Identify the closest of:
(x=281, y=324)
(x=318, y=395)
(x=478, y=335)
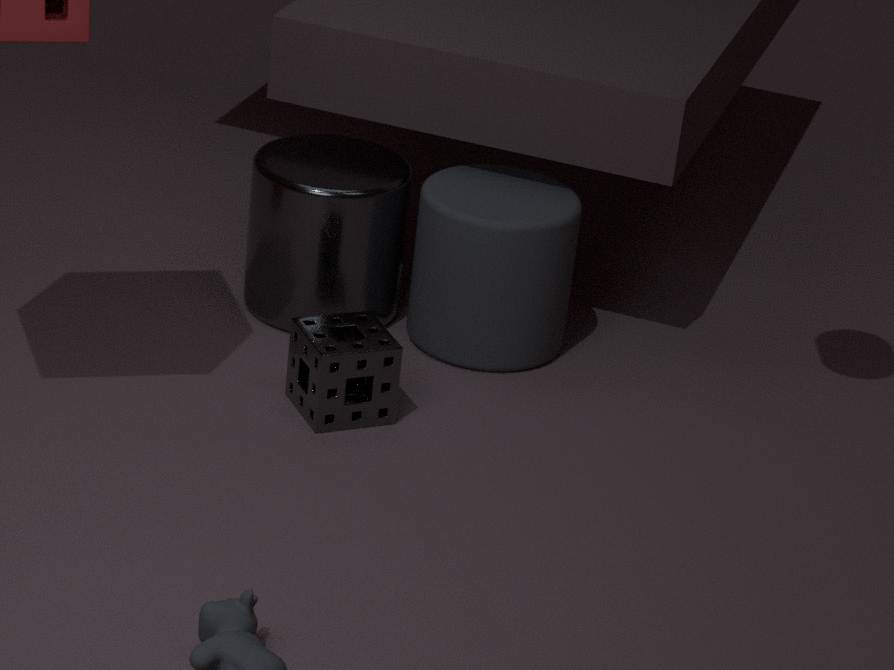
(x=318, y=395)
